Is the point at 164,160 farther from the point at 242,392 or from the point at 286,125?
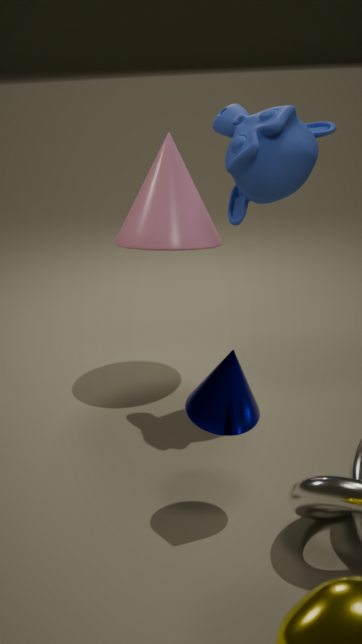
the point at 242,392
